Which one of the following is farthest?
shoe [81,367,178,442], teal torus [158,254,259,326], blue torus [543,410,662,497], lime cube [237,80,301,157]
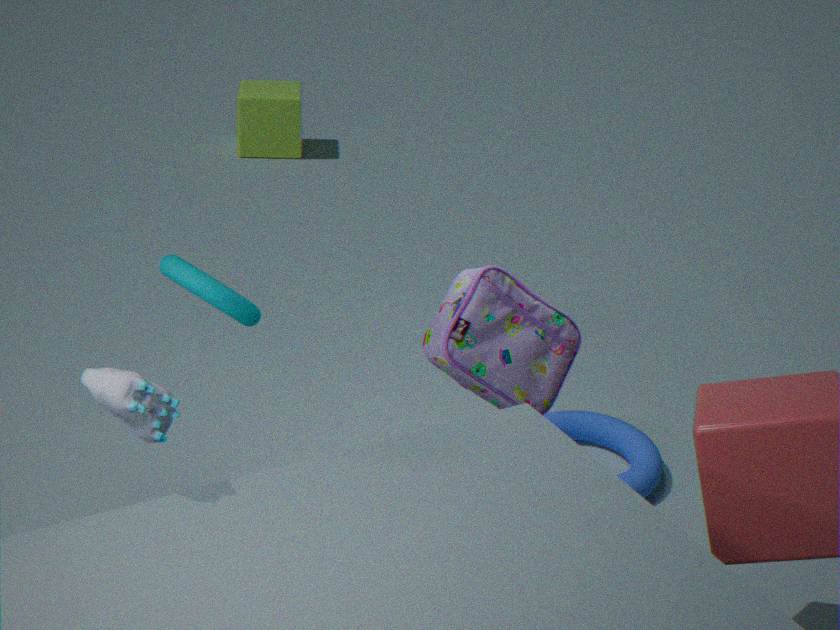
lime cube [237,80,301,157]
